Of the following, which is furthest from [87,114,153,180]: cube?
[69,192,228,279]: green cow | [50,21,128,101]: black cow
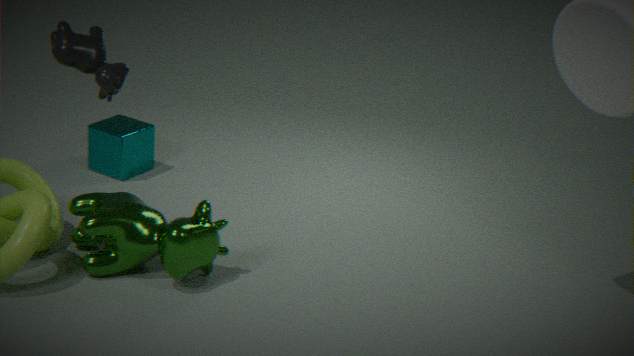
[50,21,128,101]: black cow
